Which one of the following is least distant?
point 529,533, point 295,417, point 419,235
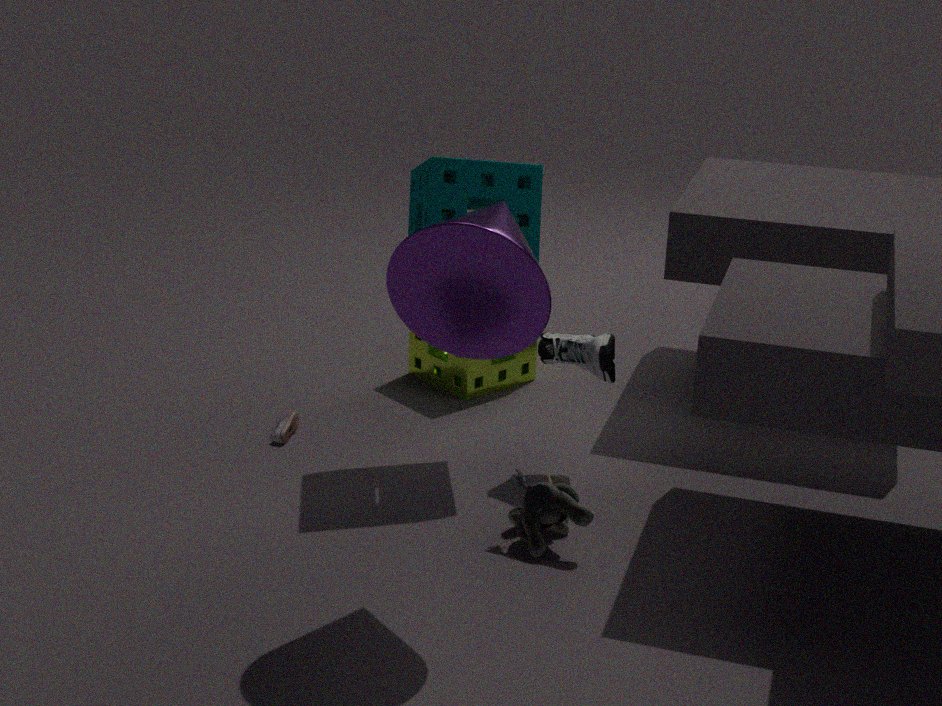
point 419,235
